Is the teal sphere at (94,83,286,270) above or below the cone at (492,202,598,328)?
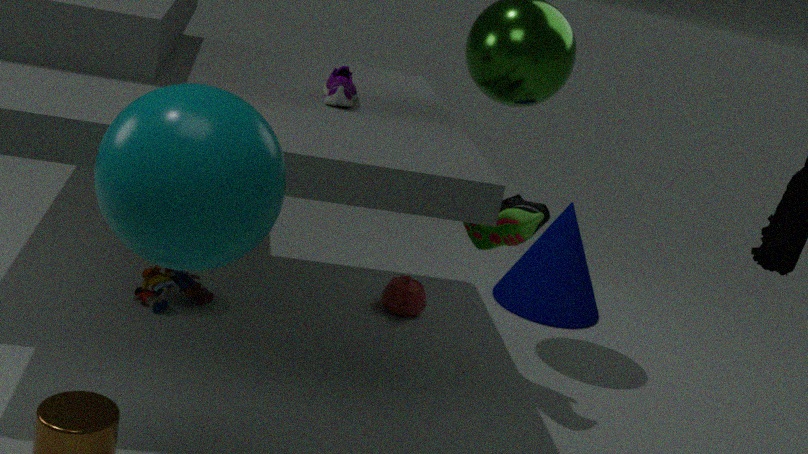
above
